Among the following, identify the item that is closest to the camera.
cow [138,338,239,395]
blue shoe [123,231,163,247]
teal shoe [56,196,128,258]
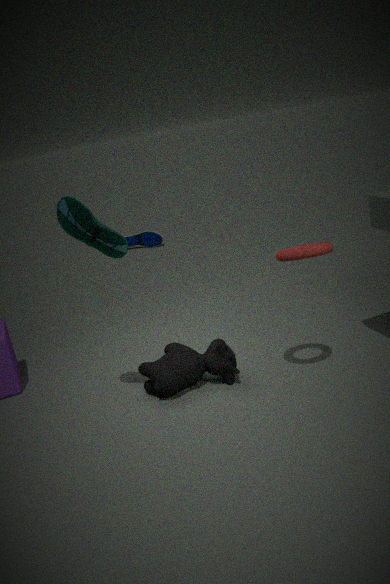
teal shoe [56,196,128,258]
